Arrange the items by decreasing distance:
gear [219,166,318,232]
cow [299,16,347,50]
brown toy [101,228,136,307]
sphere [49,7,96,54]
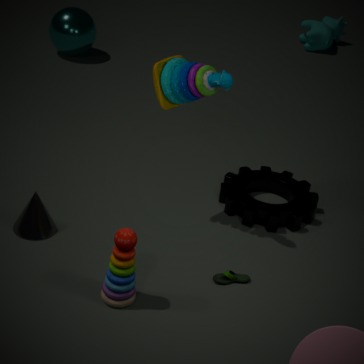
cow [299,16,347,50] < sphere [49,7,96,54] < gear [219,166,318,232] < brown toy [101,228,136,307]
